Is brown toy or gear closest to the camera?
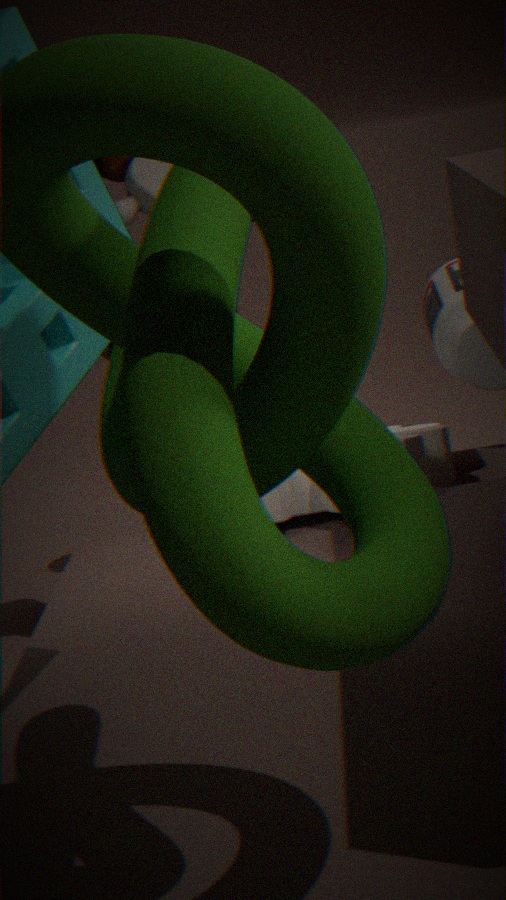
gear
